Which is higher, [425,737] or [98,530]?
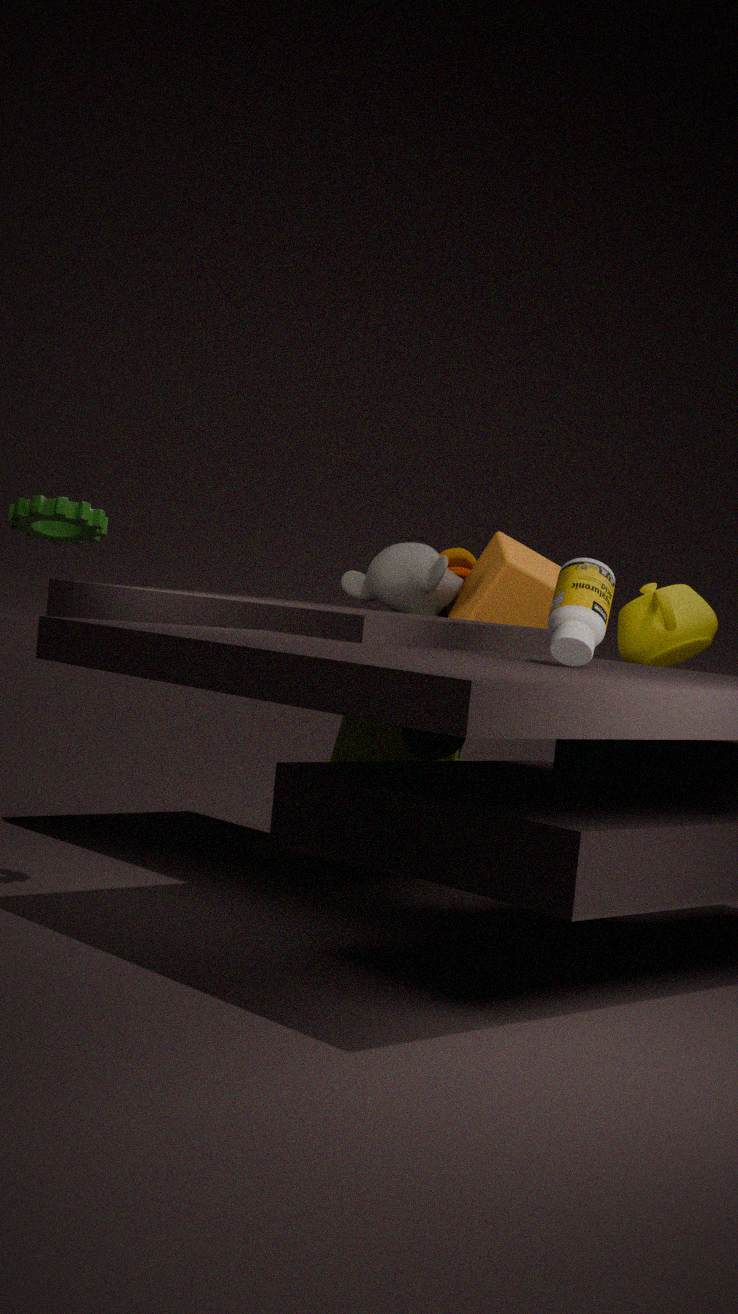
[98,530]
